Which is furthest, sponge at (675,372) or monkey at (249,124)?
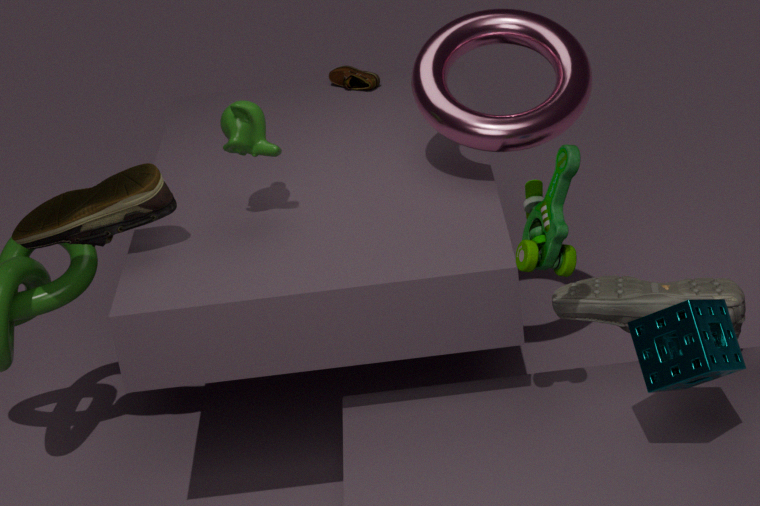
monkey at (249,124)
